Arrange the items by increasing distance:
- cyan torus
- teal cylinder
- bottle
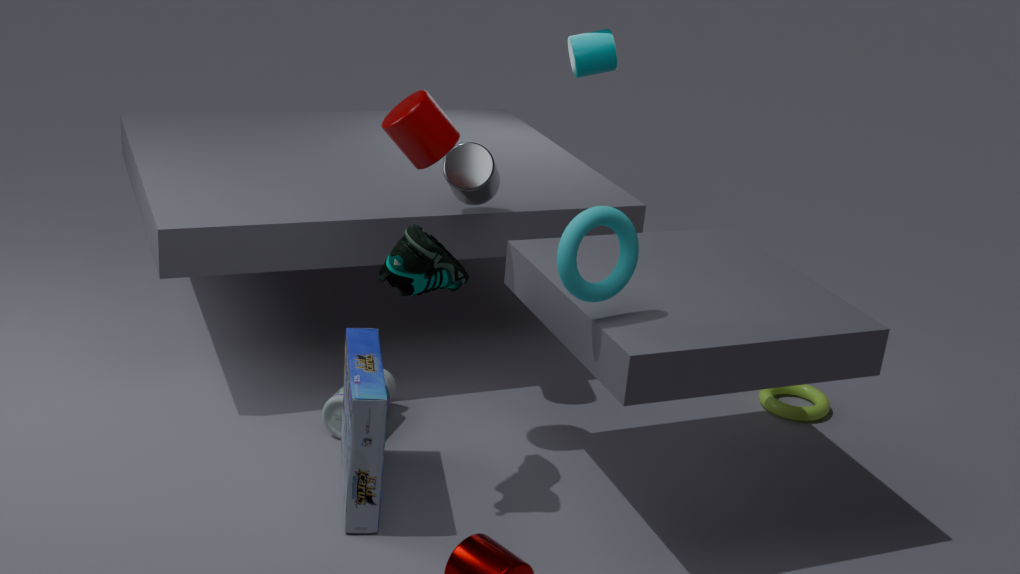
cyan torus, bottle, teal cylinder
